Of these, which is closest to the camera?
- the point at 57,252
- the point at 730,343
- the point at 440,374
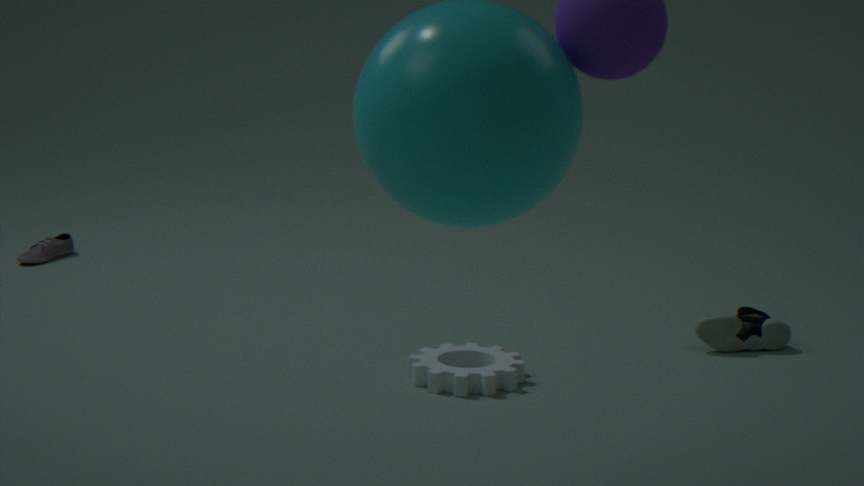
the point at 440,374
